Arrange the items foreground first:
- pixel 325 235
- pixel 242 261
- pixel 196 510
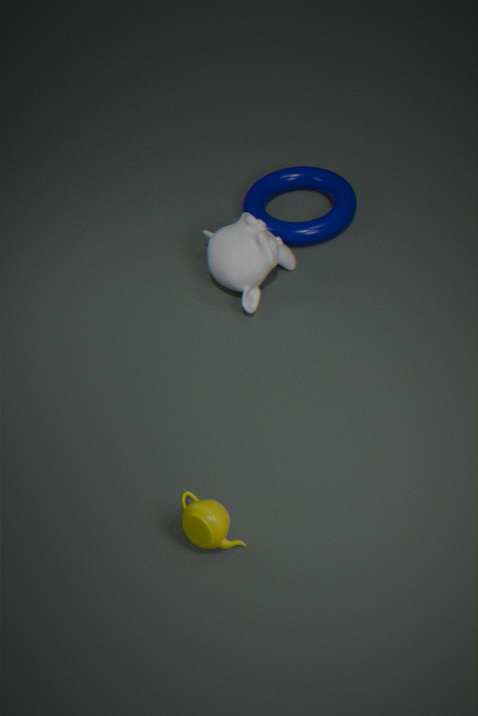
pixel 196 510, pixel 242 261, pixel 325 235
